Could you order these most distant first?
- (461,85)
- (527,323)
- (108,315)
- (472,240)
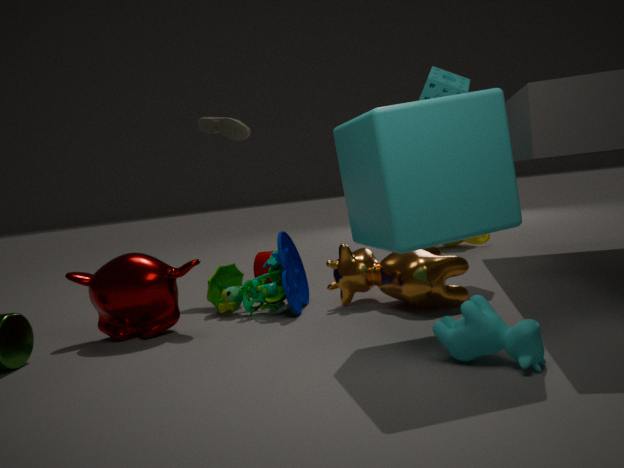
(472,240) < (461,85) < (108,315) < (527,323)
